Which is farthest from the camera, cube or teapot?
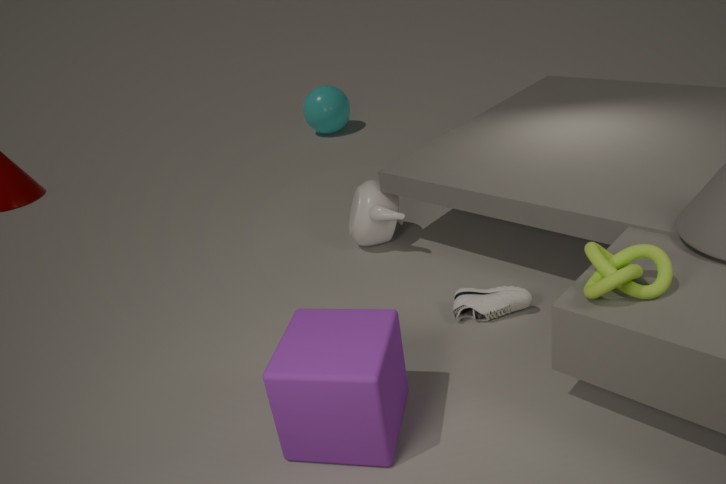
teapot
